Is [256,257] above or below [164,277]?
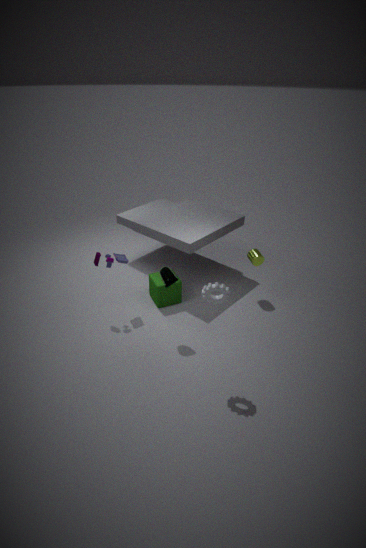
below
